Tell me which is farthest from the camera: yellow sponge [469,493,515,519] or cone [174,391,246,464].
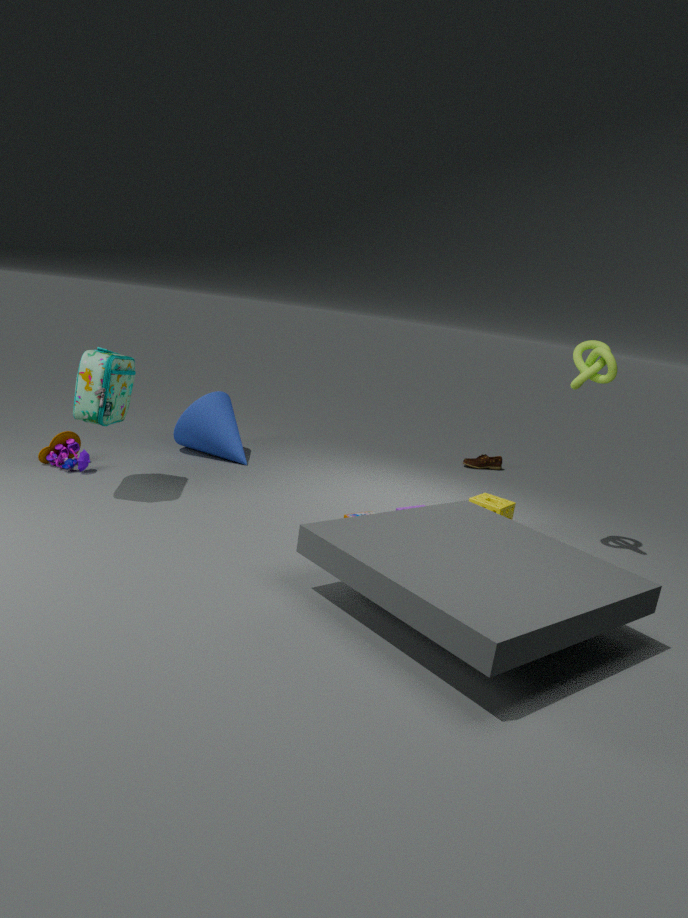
cone [174,391,246,464]
